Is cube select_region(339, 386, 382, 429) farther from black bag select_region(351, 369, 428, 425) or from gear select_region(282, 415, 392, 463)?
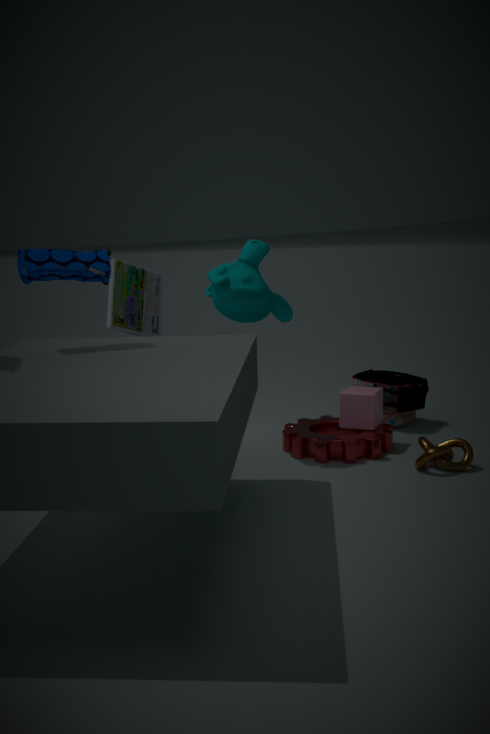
black bag select_region(351, 369, 428, 425)
